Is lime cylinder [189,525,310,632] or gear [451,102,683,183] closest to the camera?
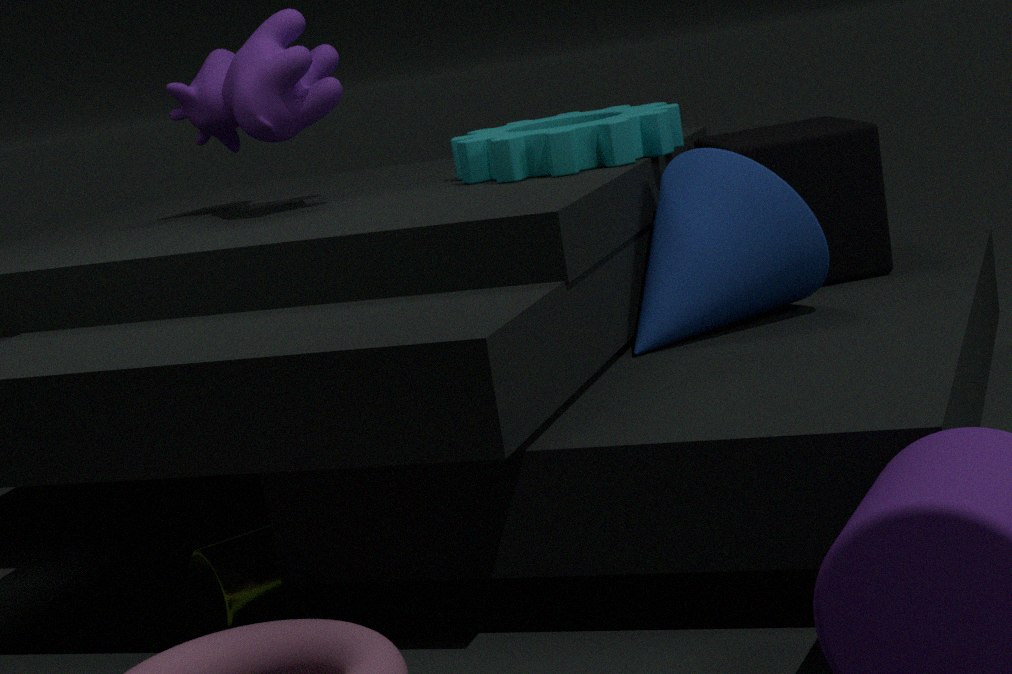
lime cylinder [189,525,310,632]
